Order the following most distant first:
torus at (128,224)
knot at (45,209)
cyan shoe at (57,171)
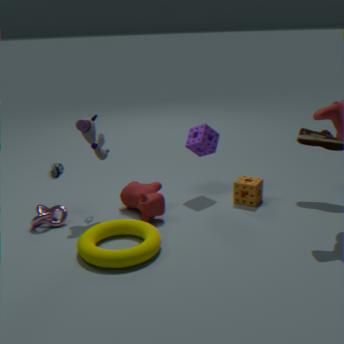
1. cyan shoe at (57,171)
2. knot at (45,209)
3. torus at (128,224)
